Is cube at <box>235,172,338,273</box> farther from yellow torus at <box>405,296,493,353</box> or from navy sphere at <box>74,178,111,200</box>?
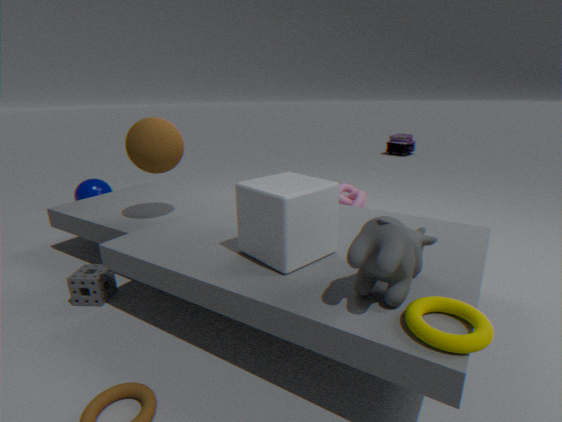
navy sphere at <box>74,178,111,200</box>
